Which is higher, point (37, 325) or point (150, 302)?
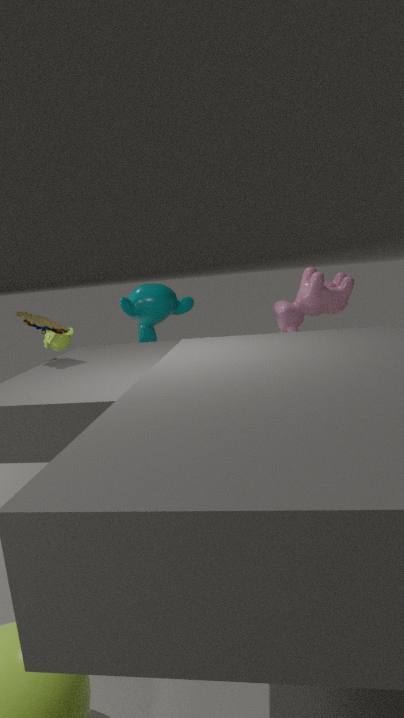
point (37, 325)
